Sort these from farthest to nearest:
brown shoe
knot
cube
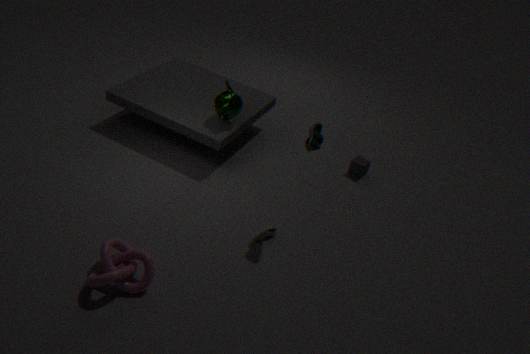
1. cube
2. brown shoe
3. knot
